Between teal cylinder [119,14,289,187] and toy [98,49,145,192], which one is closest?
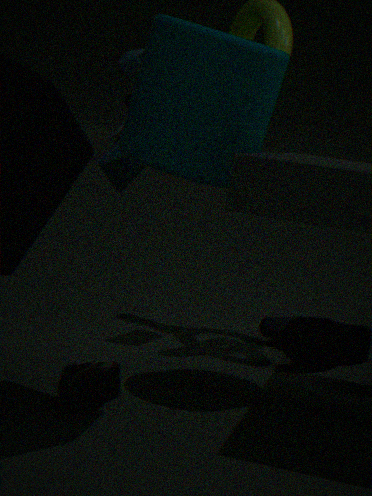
teal cylinder [119,14,289,187]
